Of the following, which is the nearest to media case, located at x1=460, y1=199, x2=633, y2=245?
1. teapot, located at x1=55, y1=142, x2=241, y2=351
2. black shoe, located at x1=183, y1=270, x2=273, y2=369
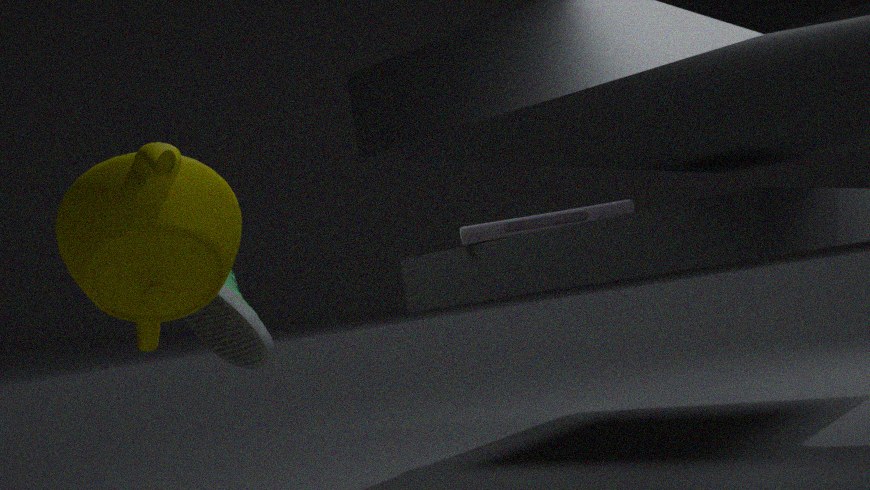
black shoe, located at x1=183, y1=270, x2=273, y2=369
